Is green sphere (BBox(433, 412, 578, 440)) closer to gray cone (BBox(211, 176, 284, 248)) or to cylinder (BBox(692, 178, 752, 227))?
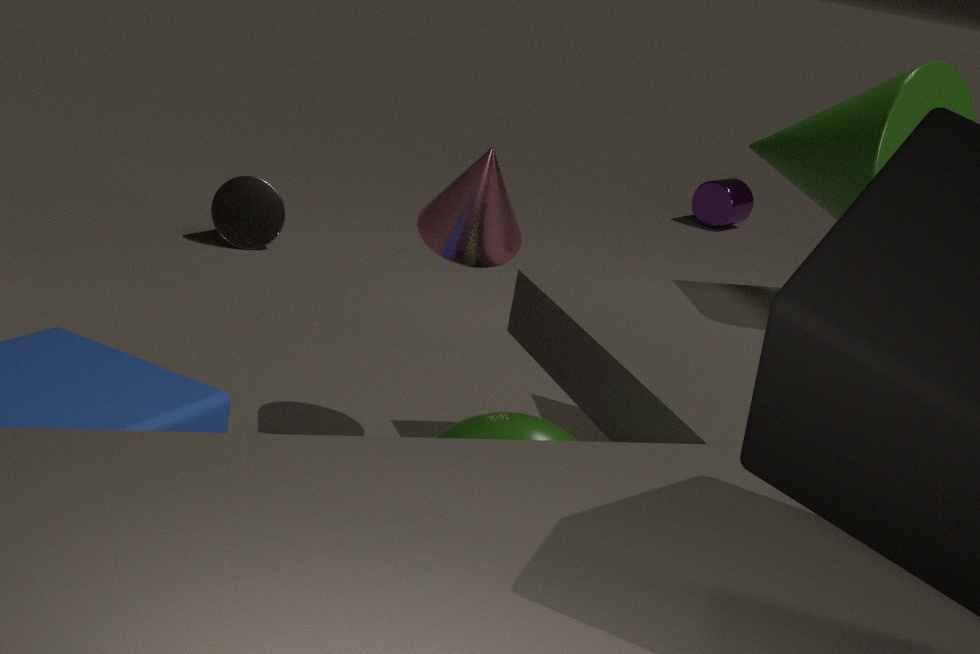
gray cone (BBox(211, 176, 284, 248))
